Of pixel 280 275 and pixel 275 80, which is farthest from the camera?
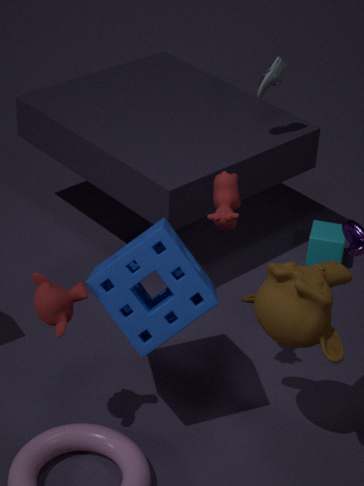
pixel 275 80
